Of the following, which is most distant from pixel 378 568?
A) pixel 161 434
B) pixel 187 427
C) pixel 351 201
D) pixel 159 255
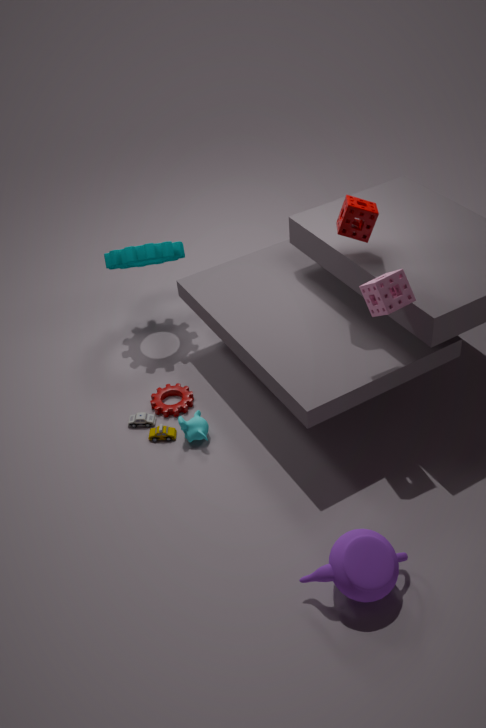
pixel 159 255
